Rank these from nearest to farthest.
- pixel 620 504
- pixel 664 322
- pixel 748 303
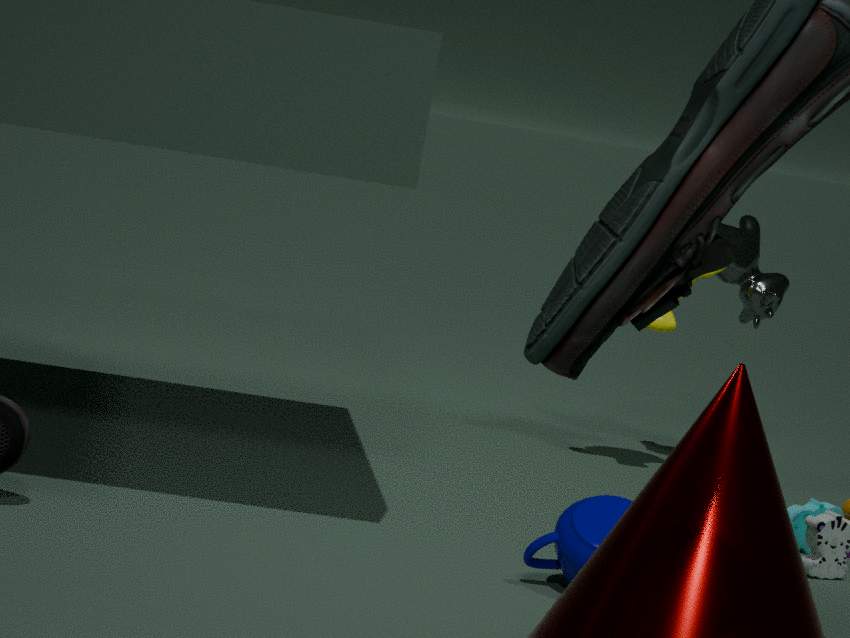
pixel 620 504 < pixel 664 322 < pixel 748 303
